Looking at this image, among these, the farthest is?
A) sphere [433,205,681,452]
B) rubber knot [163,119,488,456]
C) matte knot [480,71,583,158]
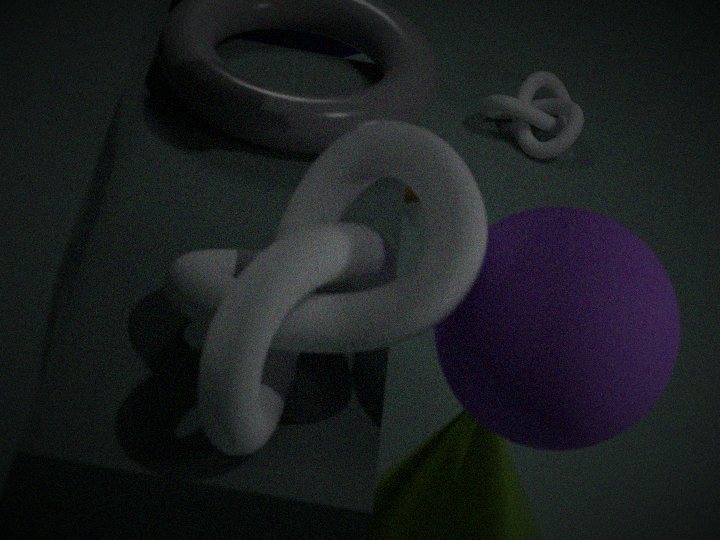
matte knot [480,71,583,158]
